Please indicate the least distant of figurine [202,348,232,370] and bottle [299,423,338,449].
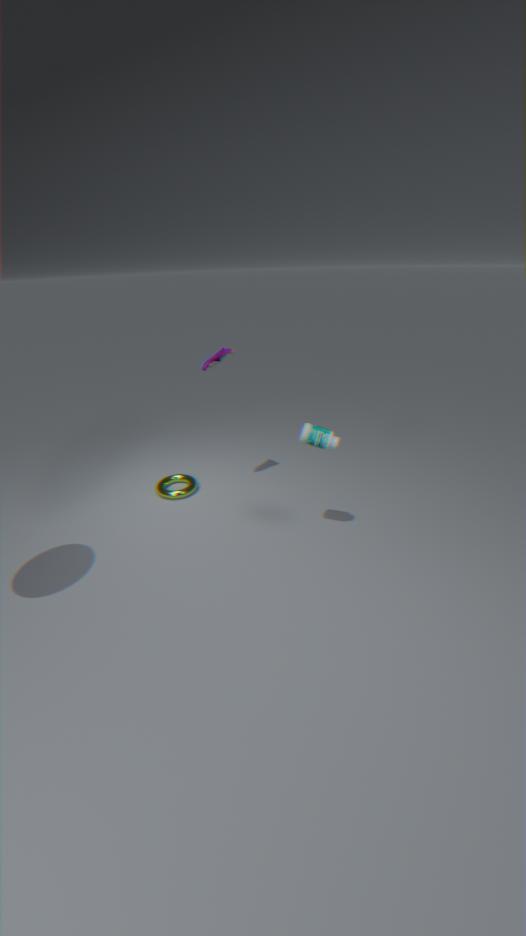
bottle [299,423,338,449]
